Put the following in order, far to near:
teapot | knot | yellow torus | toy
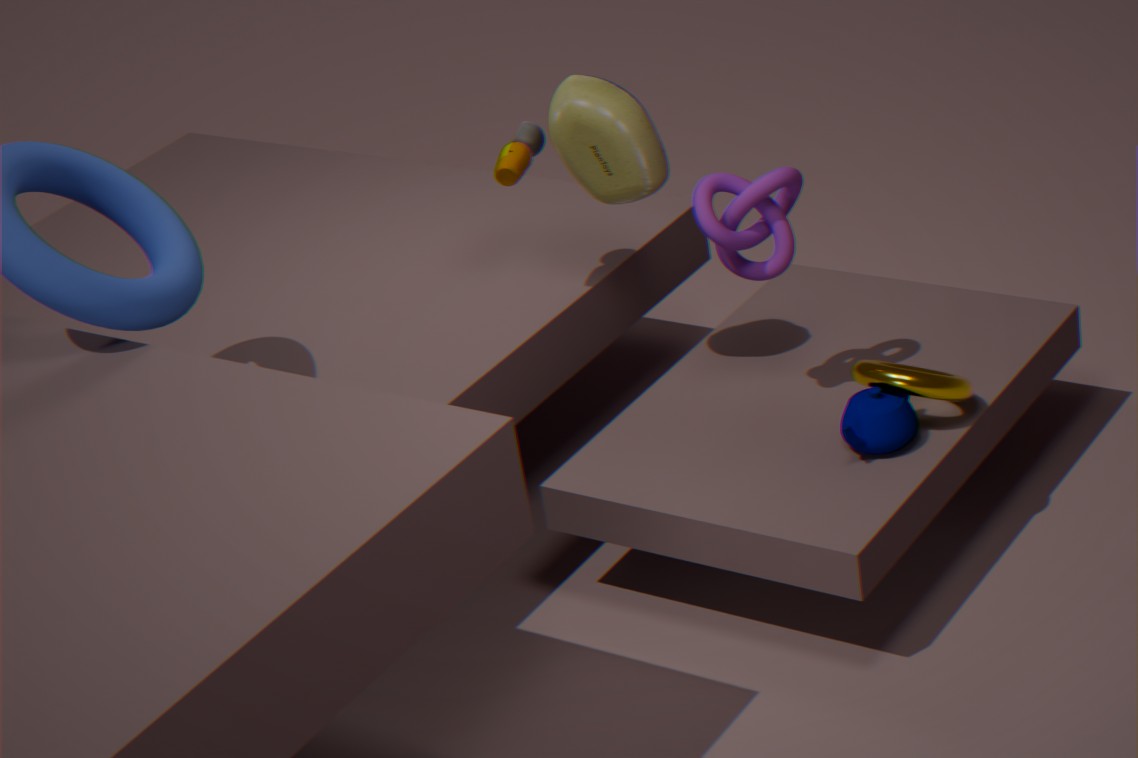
toy < knot < yellow torus < teapot
